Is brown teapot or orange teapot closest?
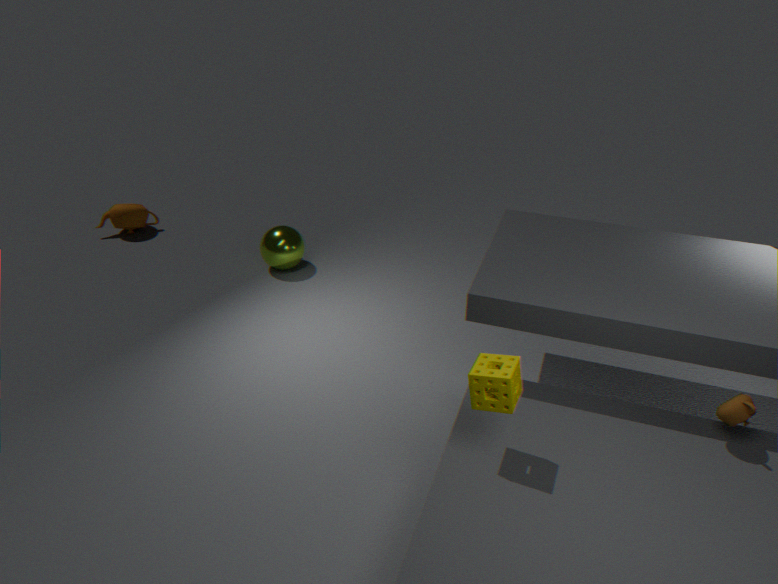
brown teapot
